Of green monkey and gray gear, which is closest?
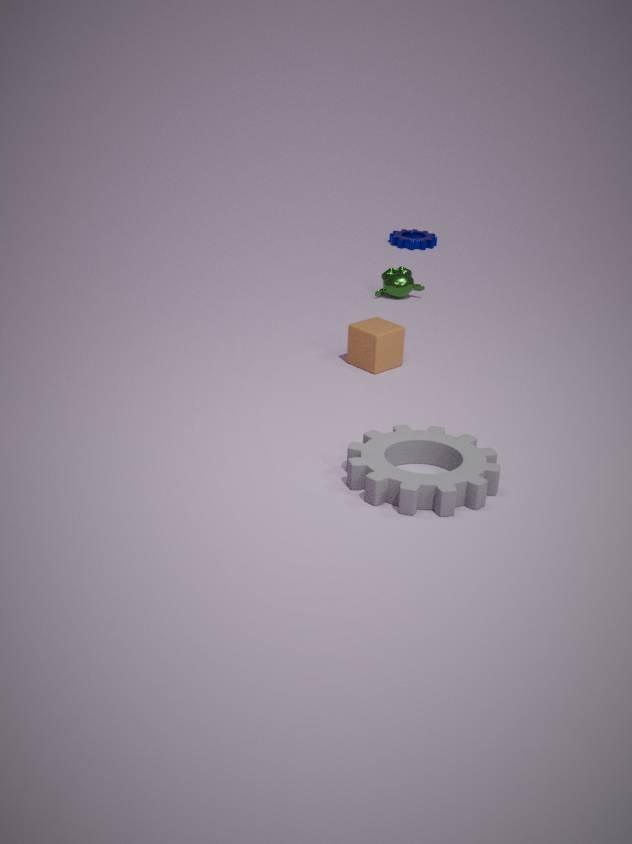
gray gear
